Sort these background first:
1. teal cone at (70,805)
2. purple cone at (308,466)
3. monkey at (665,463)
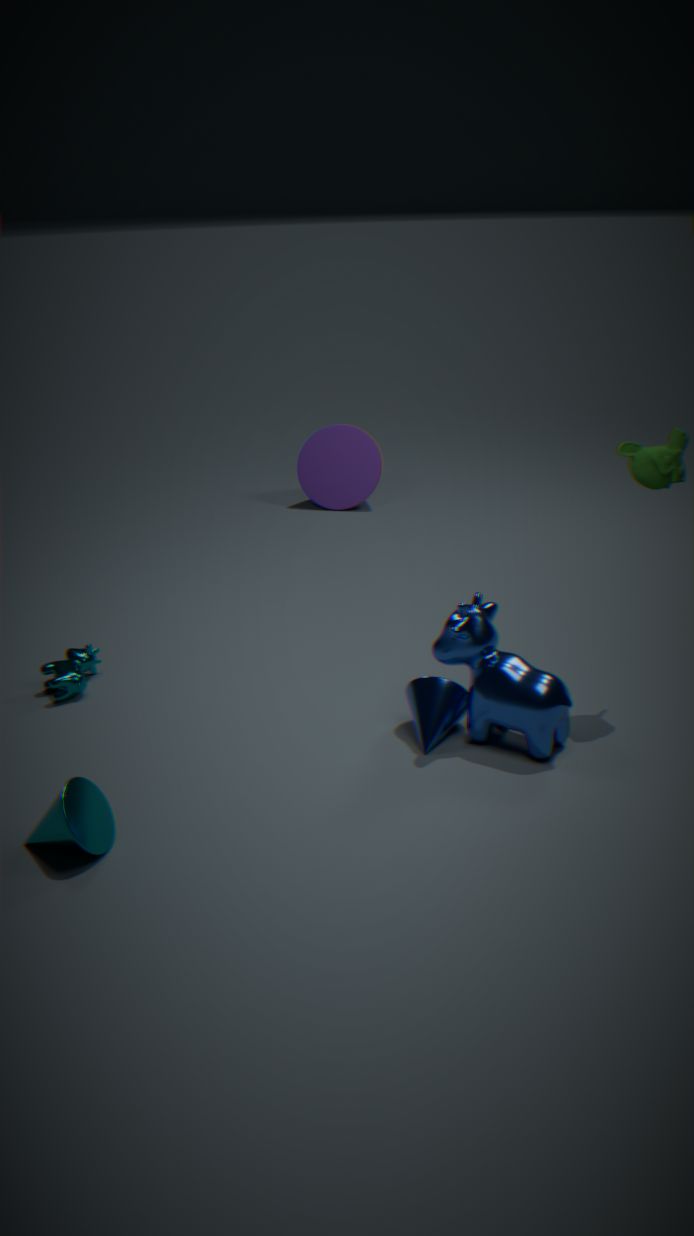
1. purple cone at (308,466)
2. monkey at (665,463)
3. teal cone at (70,805)
